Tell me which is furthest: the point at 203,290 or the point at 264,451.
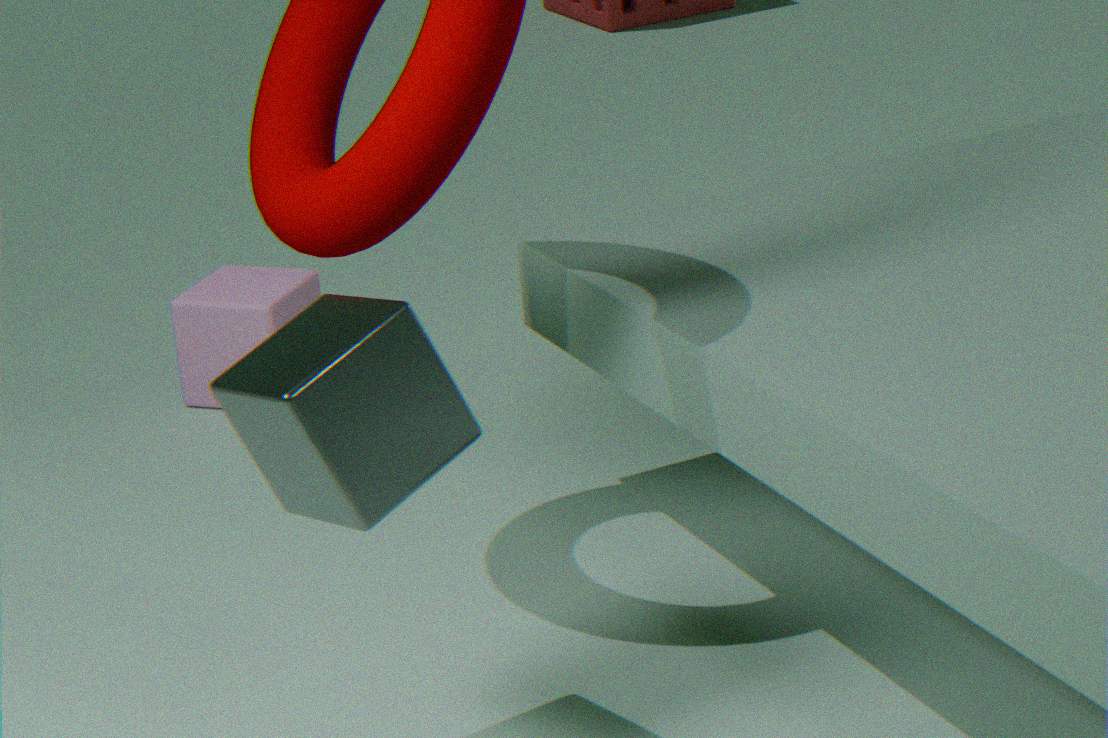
the point at 203,290
